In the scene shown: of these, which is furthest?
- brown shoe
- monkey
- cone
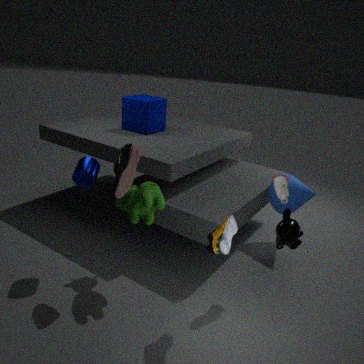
cone
